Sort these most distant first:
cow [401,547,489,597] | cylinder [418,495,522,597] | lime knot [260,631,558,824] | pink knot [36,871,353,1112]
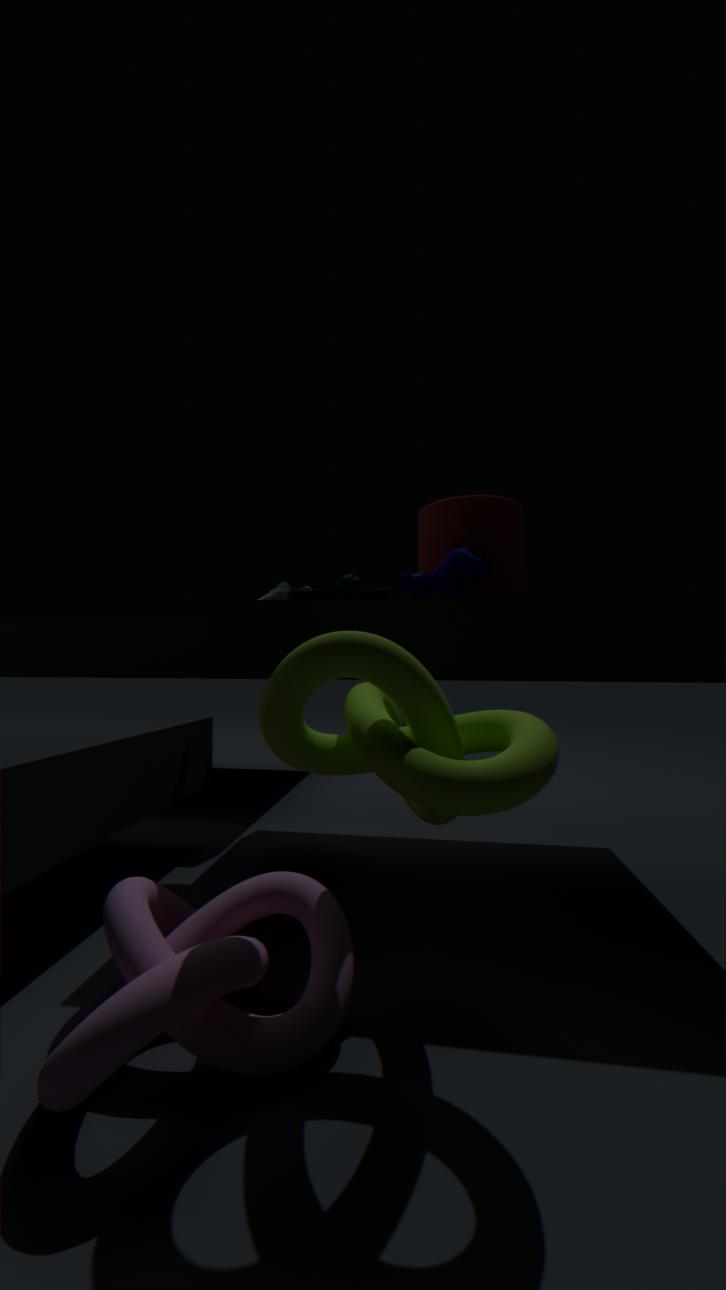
cylinder [418,495,522,597], cow [401,547,489,597], lime knot [260,631,558,824], pink knot [36,871,353,1112]
